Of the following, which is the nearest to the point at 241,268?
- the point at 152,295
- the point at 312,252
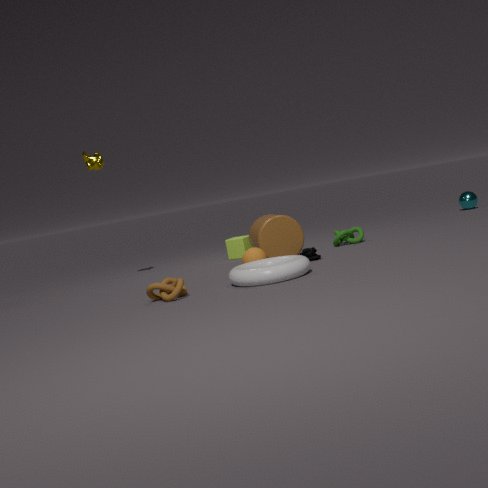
the point at 152,295
